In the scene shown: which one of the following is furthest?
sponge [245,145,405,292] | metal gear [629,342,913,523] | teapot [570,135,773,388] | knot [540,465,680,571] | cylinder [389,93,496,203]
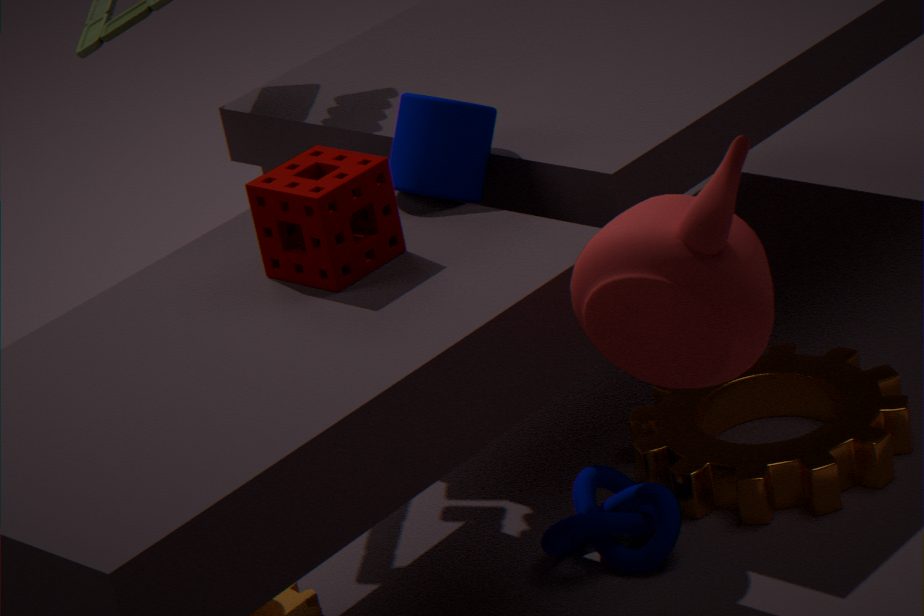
metal gear [629,342,913,523]
